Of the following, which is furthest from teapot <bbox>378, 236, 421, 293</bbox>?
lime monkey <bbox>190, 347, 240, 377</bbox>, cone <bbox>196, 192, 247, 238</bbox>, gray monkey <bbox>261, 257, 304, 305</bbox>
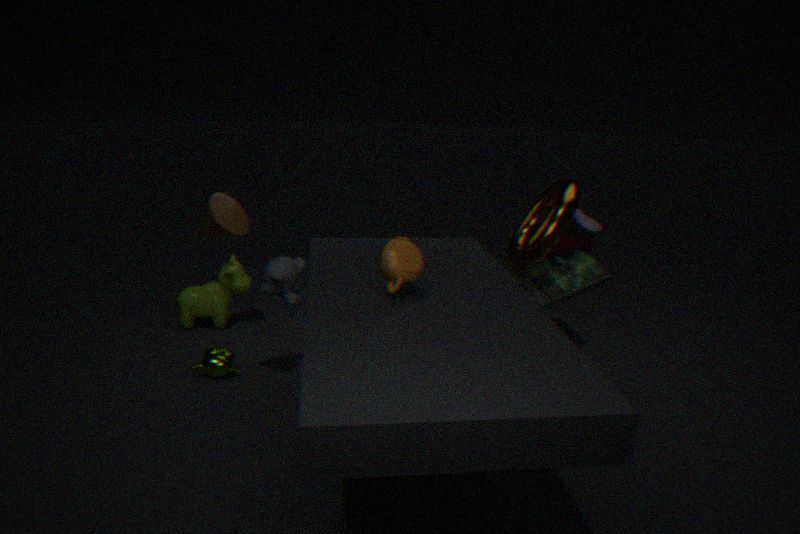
lime monkey <bbox>190, 347, 240, 377</bbox>
